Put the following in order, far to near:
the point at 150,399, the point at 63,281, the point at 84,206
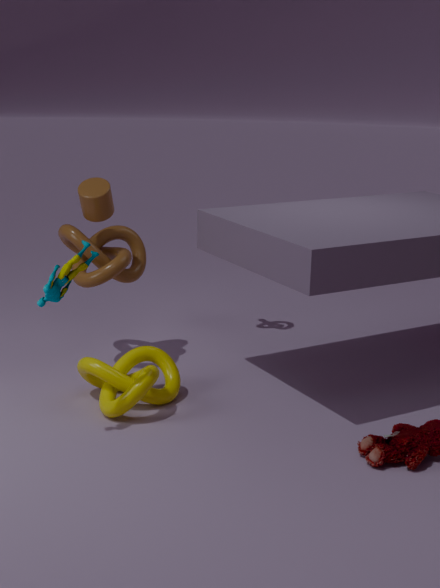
A: the point at 84,206 → the point at 150,399 → the point at 63,281
